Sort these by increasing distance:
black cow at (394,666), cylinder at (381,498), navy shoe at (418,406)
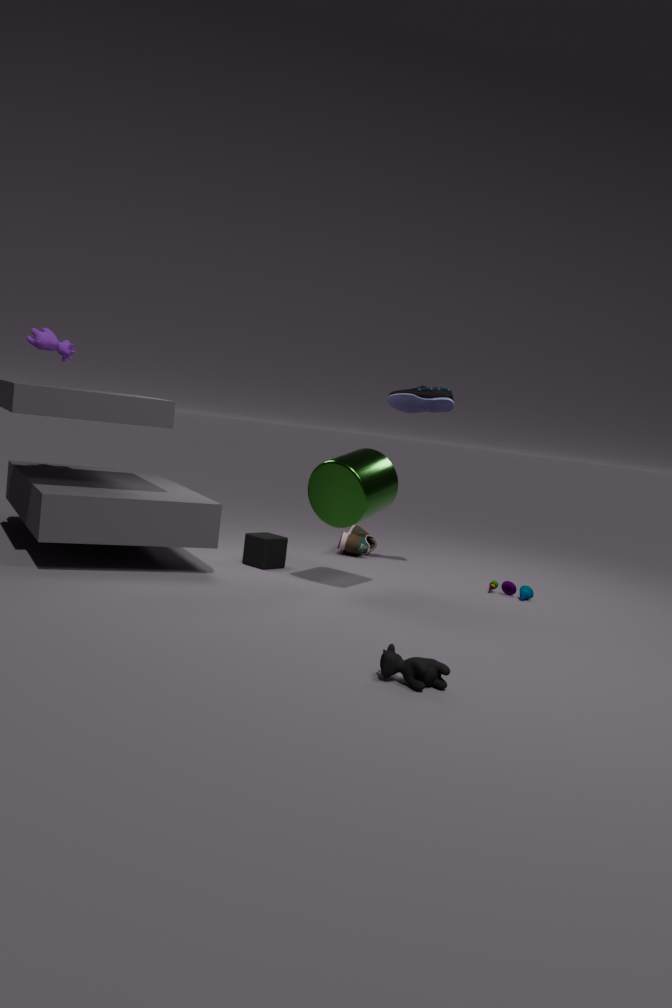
black cow at (394,666), cylinder at (381,498), navy shoe at (418,406)
